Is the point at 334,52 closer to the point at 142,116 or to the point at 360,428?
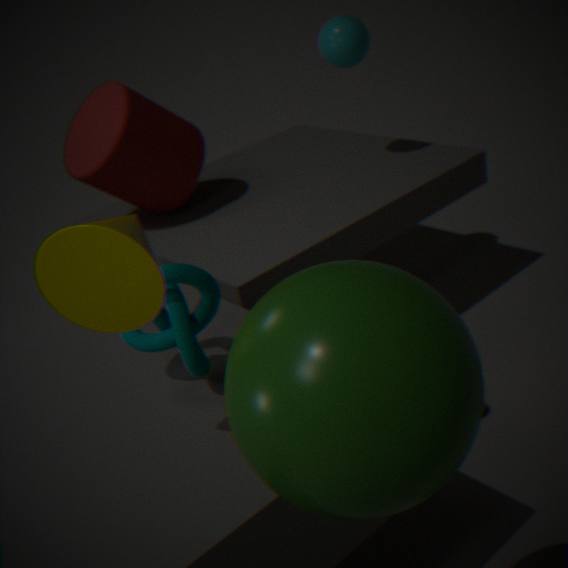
the point at 142,116
